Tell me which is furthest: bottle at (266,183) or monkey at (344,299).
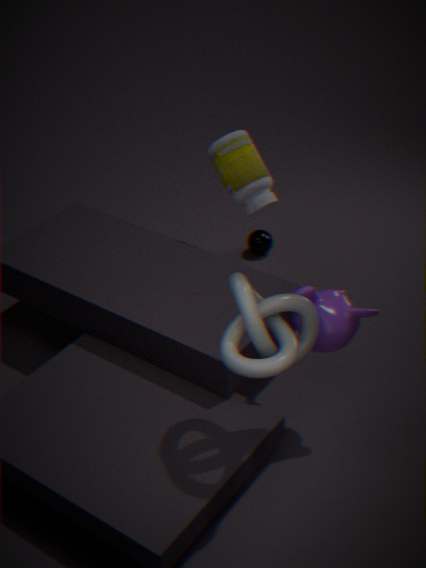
bottle at (266,183)
